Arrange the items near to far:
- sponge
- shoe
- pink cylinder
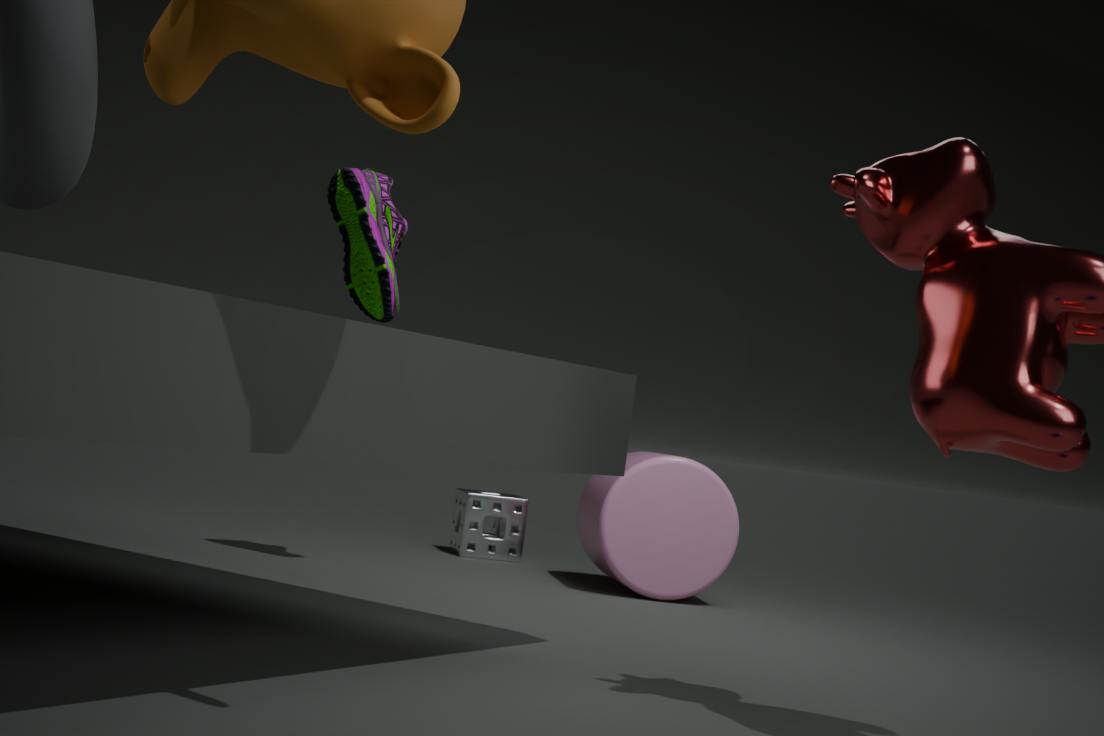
shoe
pink cylinder
sponge
